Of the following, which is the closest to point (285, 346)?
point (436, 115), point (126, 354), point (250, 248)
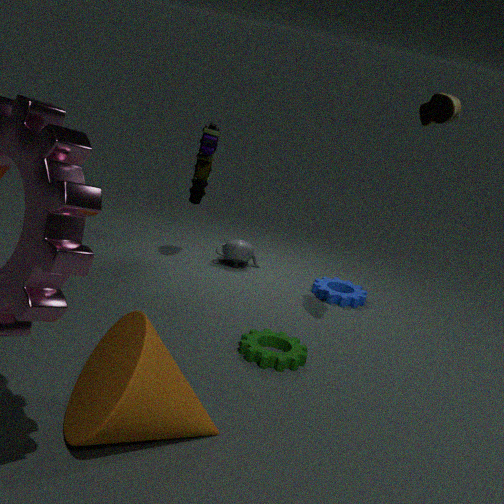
point (126, 354)
